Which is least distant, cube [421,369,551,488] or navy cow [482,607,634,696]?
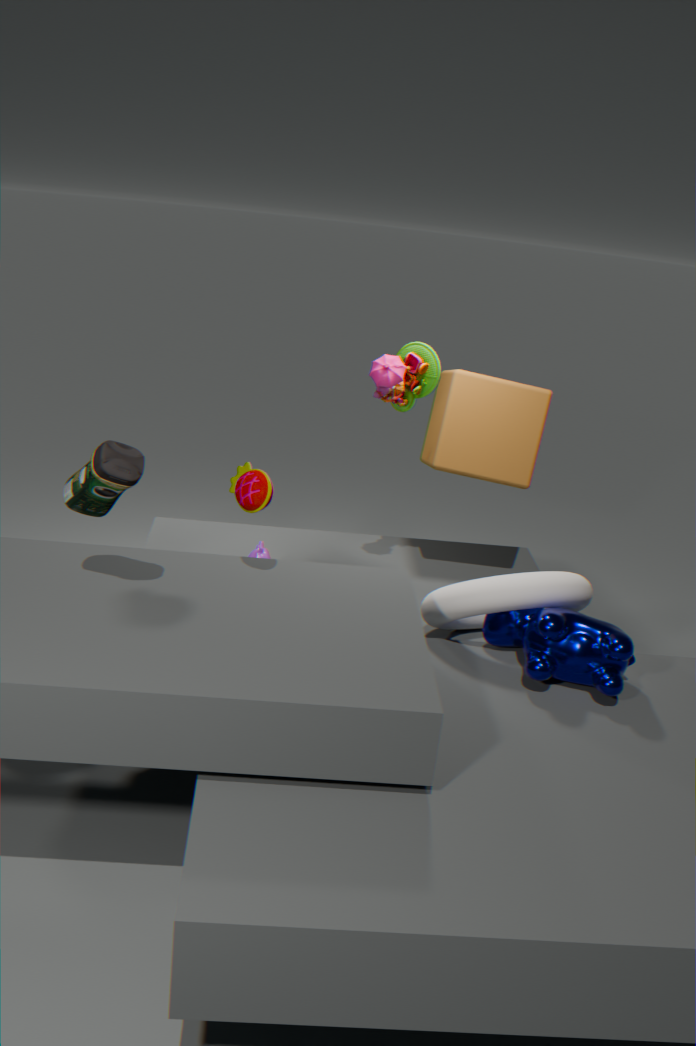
navy cow [482,607,634,696]
